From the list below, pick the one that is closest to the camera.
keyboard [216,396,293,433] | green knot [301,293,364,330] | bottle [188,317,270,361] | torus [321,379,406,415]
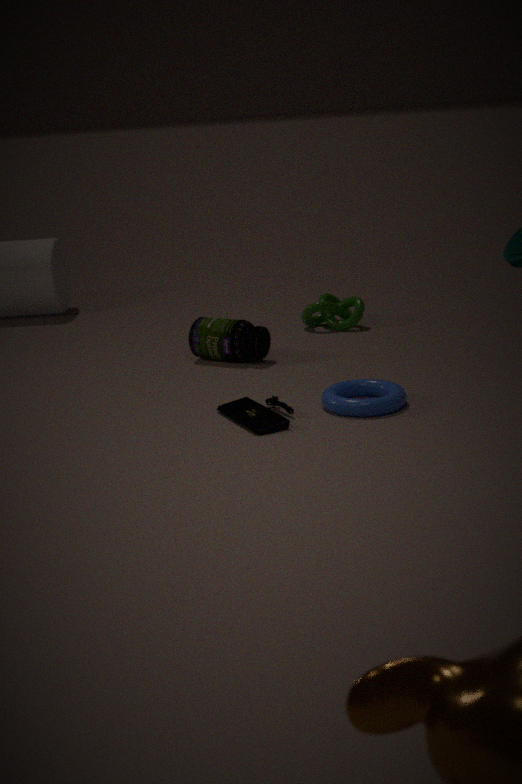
keyboard [216,396,293,433]
